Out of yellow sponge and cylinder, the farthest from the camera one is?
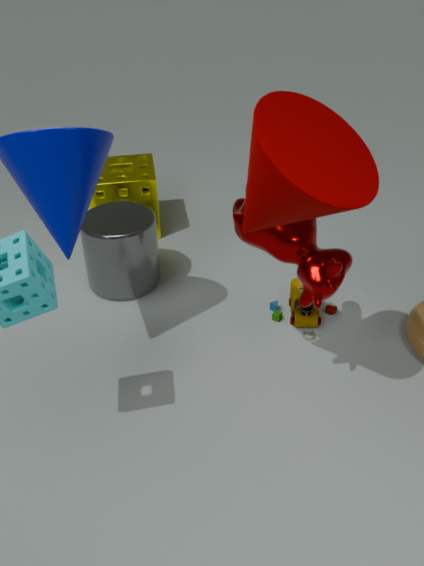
yellow sponge
